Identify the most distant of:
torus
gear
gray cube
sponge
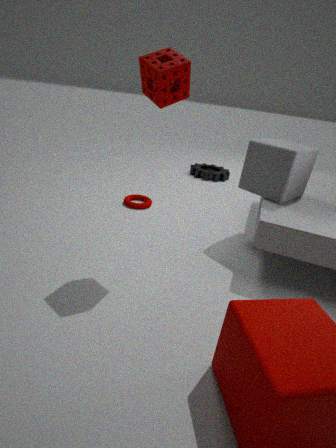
gear
